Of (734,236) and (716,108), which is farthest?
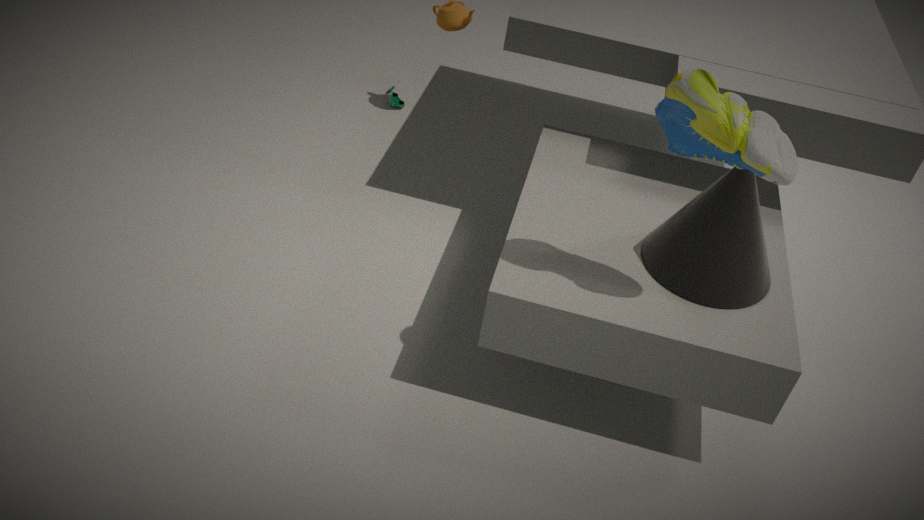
(734,236)
